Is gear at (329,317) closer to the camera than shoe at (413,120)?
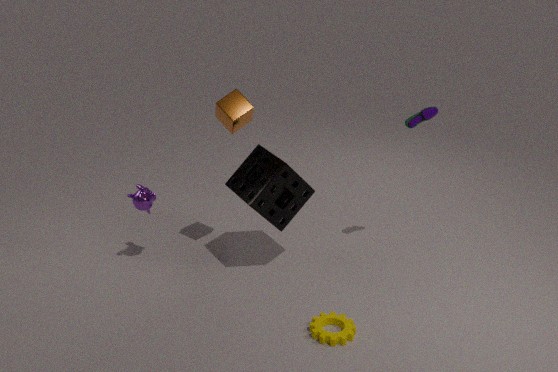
Yes
